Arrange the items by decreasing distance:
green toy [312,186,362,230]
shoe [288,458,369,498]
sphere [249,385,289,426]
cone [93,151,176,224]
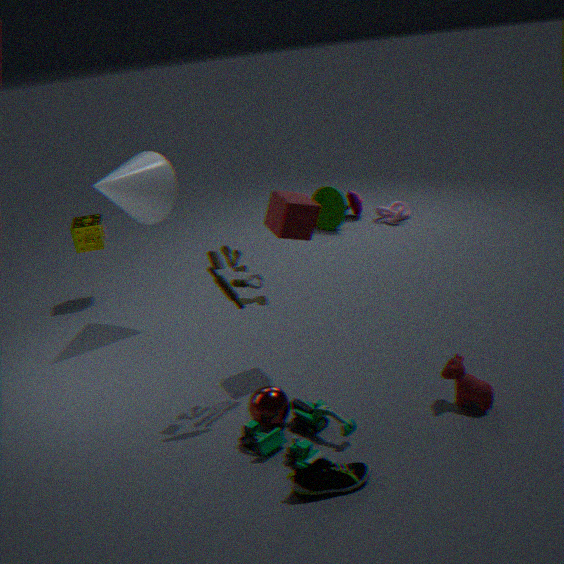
green toy [312,186,362,230], cone [93,151,176,224], sphere [249,385,289,426], shoe [288,458,369,498]
